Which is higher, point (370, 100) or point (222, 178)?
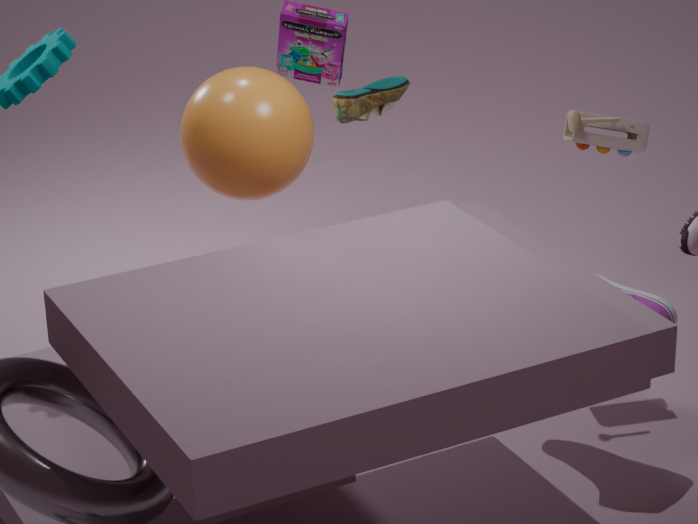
point (222, 178)
